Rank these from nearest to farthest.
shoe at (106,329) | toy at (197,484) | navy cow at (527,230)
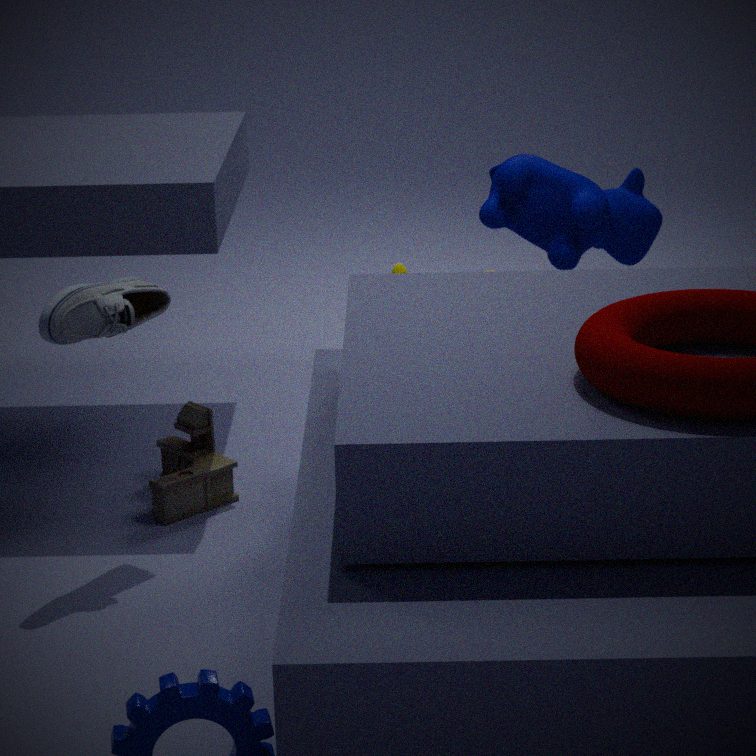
shoe at (106,329)
toy at (197,484)
navy cow at (527,230)
